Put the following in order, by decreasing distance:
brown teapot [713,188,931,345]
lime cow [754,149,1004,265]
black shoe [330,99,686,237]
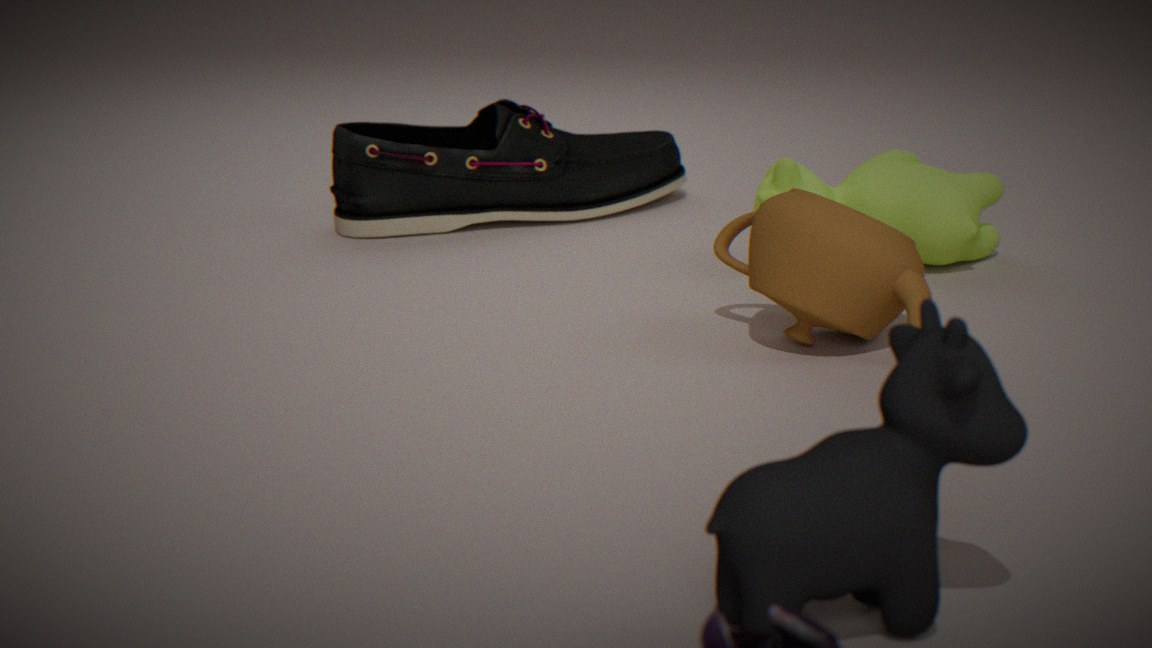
black shoe [330,99,686,237]
lime cow [754,149,1004,265]
brown teapot [713,188,931,345]
